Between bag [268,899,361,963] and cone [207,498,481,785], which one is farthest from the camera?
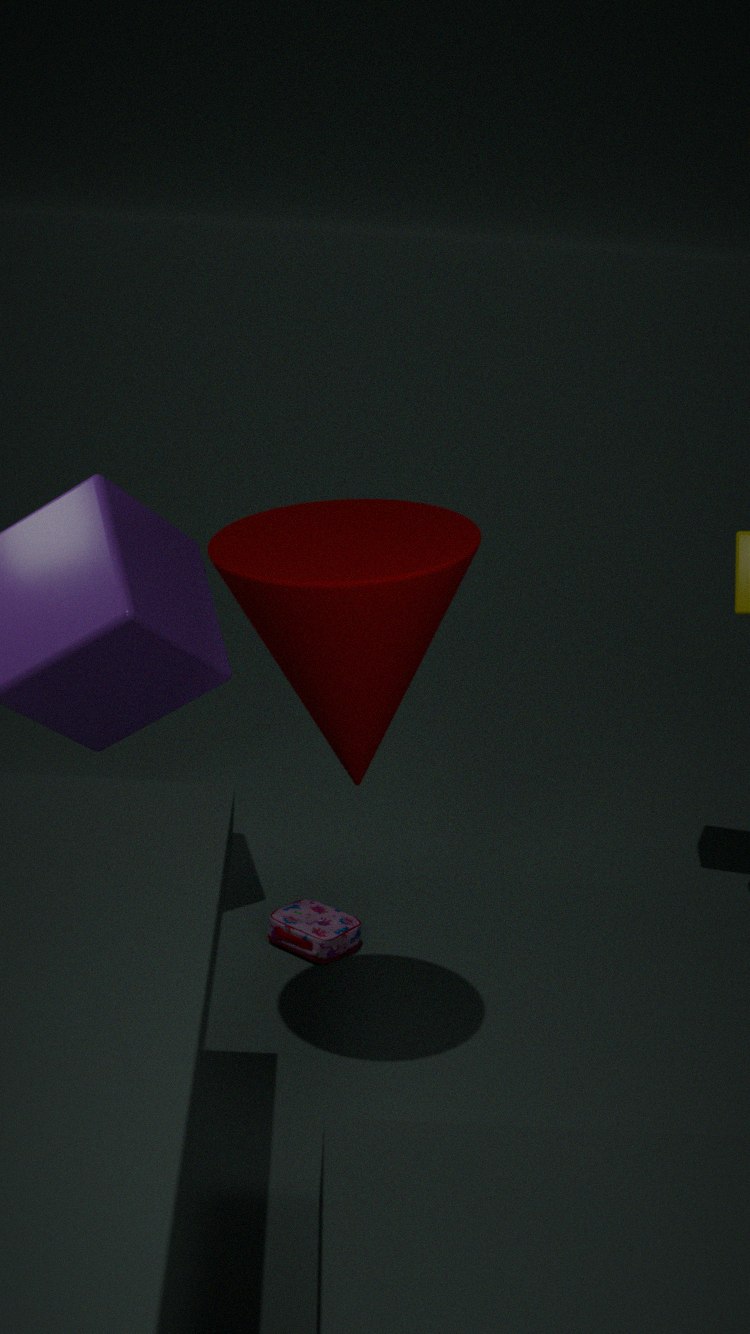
bag [268,899,361,963]
